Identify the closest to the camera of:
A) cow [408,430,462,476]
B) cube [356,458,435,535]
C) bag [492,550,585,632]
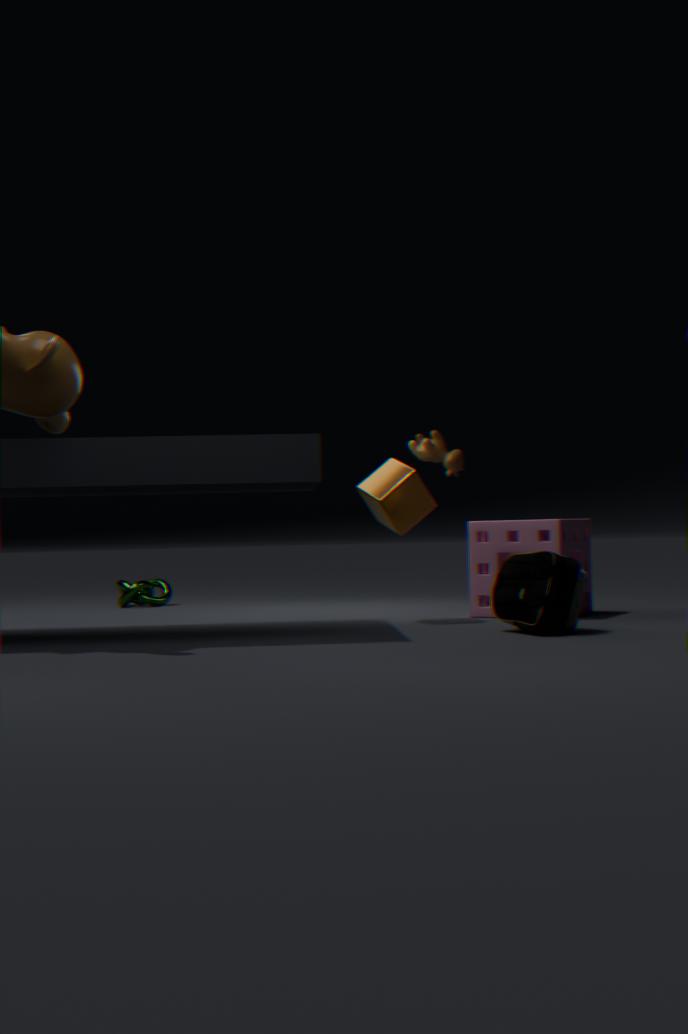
bag [492,550,585,632]
